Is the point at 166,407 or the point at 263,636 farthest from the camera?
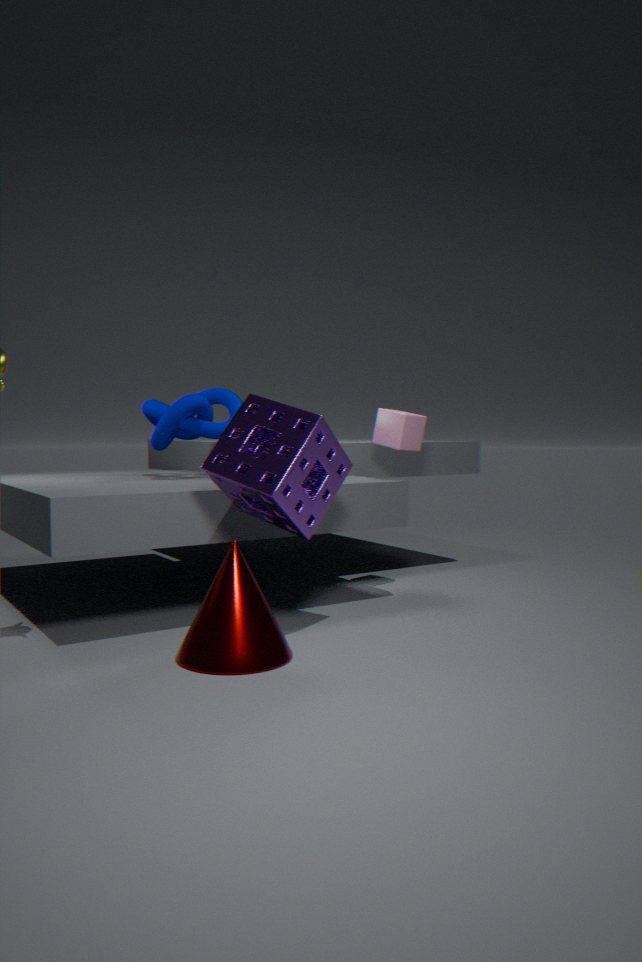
the point at 166,407
